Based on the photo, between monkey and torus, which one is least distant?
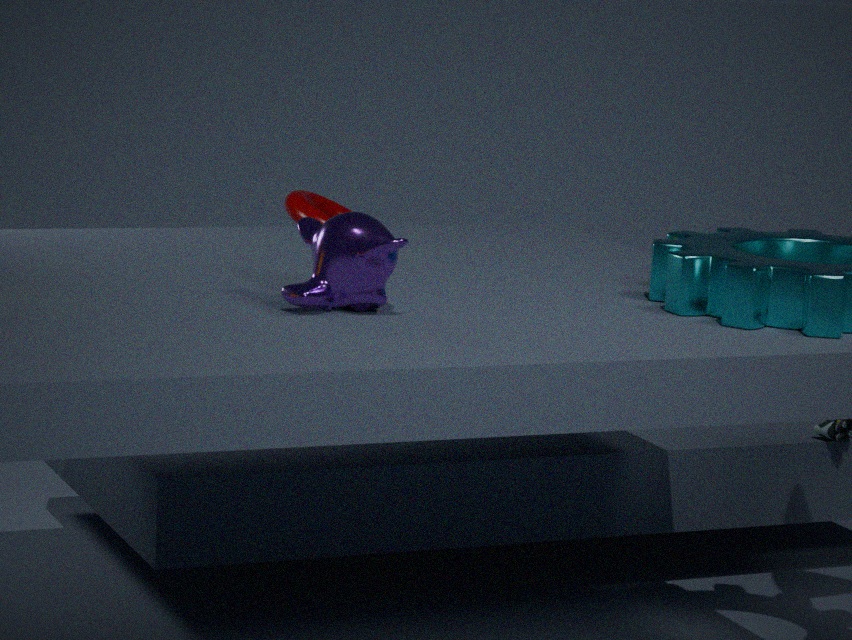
monkey
